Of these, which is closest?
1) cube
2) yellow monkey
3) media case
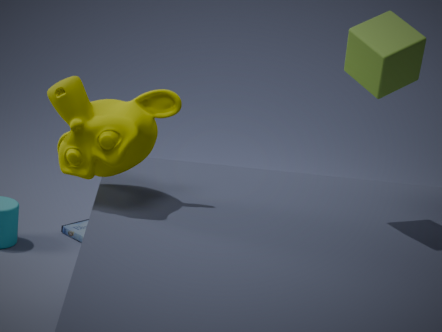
1. cube
